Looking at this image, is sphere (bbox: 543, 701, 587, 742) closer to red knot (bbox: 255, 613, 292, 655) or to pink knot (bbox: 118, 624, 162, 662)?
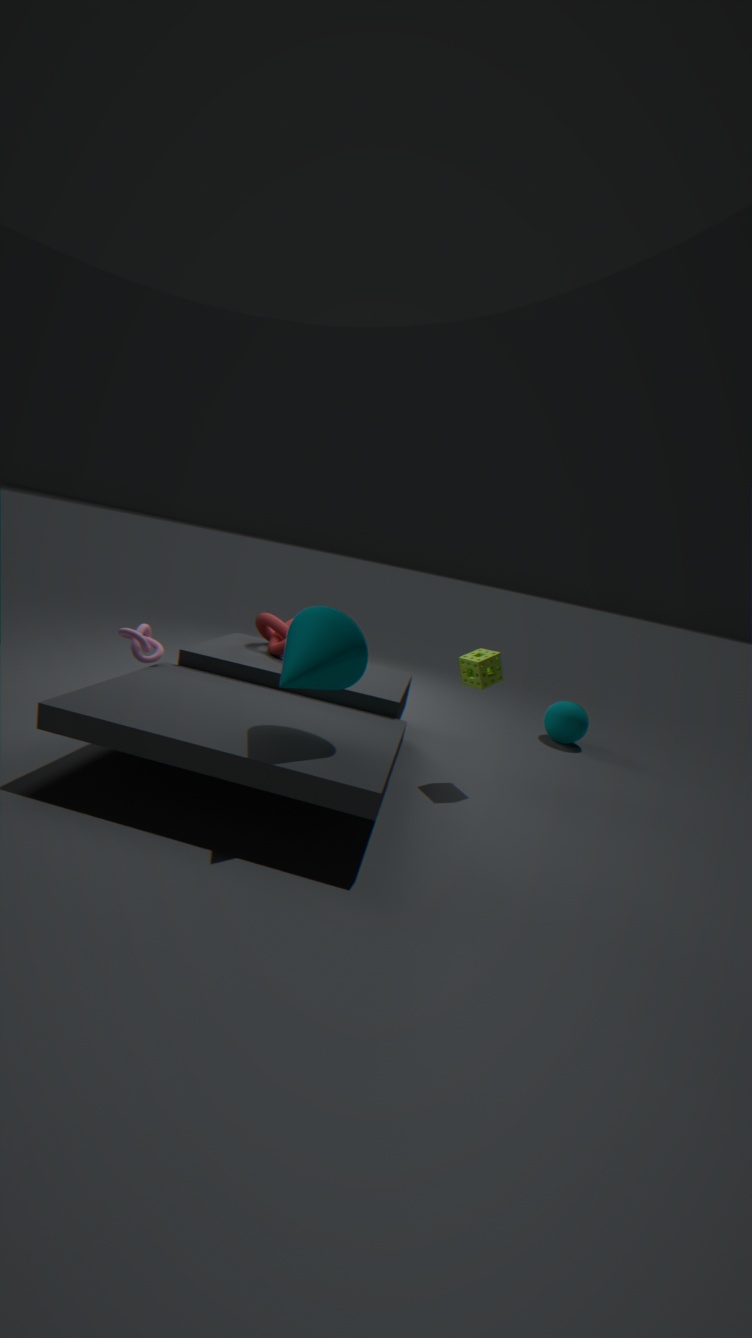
red knot (bbox: 255, 613, 292, 655)
